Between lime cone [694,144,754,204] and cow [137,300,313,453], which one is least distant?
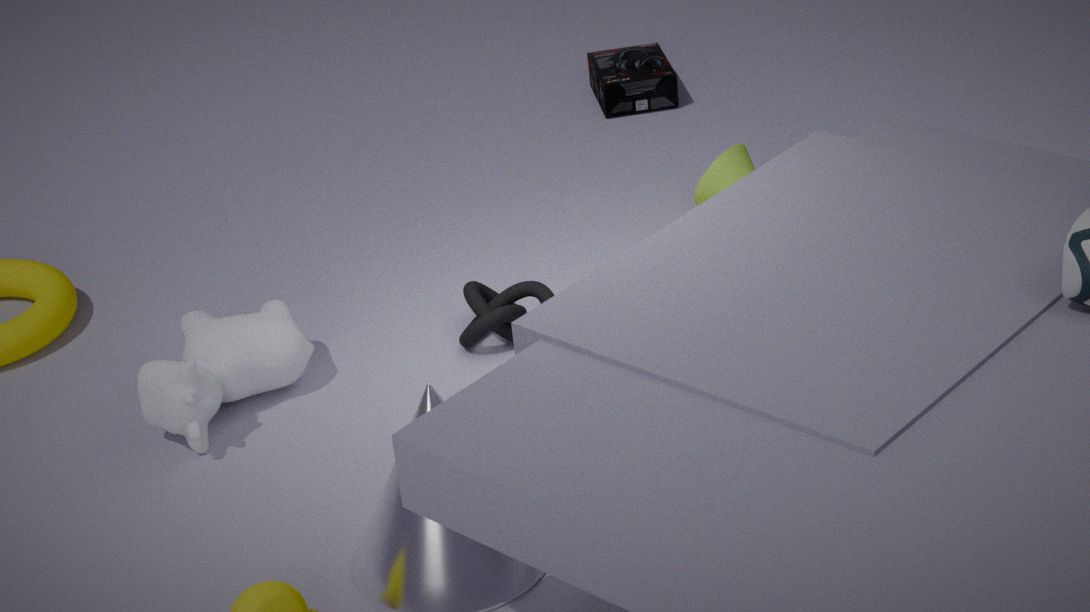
cow [137,300,313,453]
